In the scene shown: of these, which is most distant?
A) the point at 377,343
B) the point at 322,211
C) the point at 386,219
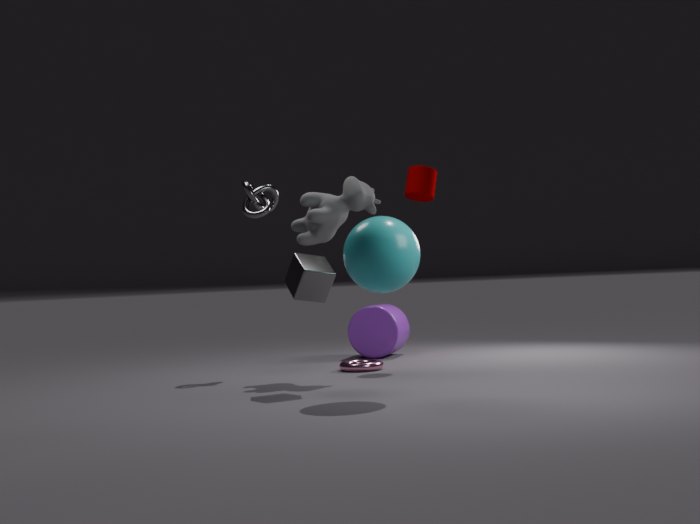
the point at 377,343
